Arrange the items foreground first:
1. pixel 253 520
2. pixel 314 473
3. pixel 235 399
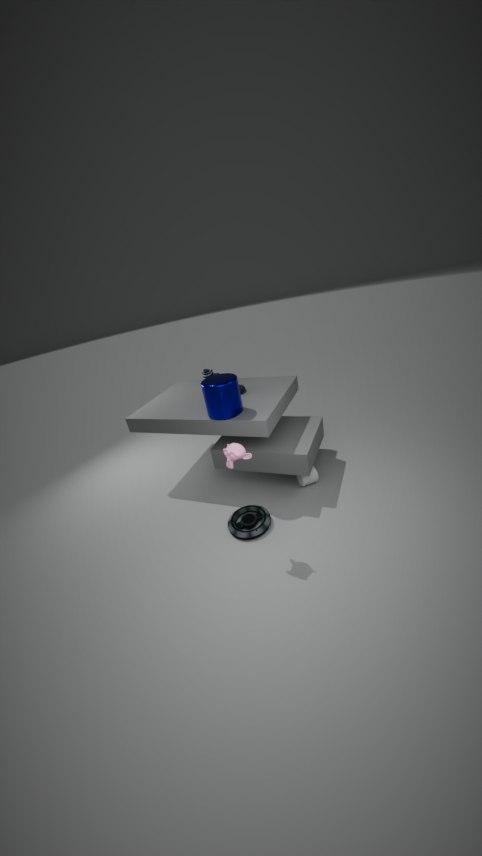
pixel 253 520
pixel 235 399
pixel 314 473
